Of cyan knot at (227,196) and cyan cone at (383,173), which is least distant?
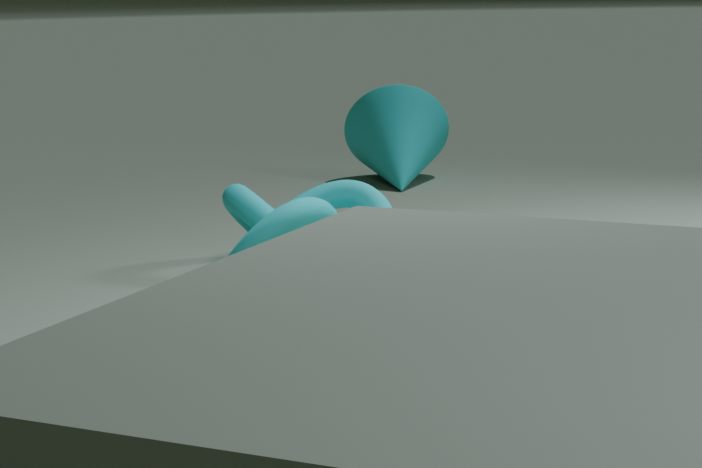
cyan knot at (227,196)
